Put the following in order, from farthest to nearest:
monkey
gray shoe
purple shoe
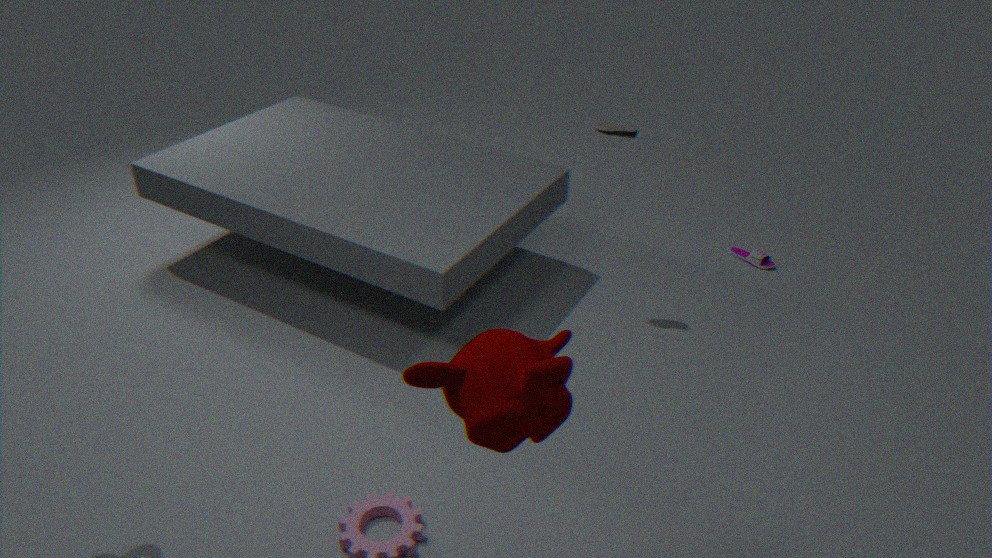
purple shoe → gray shoe → monkey
